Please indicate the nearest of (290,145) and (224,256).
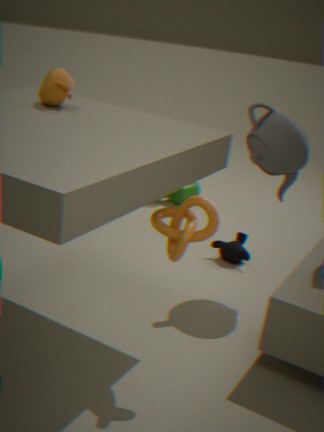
(290,145)
